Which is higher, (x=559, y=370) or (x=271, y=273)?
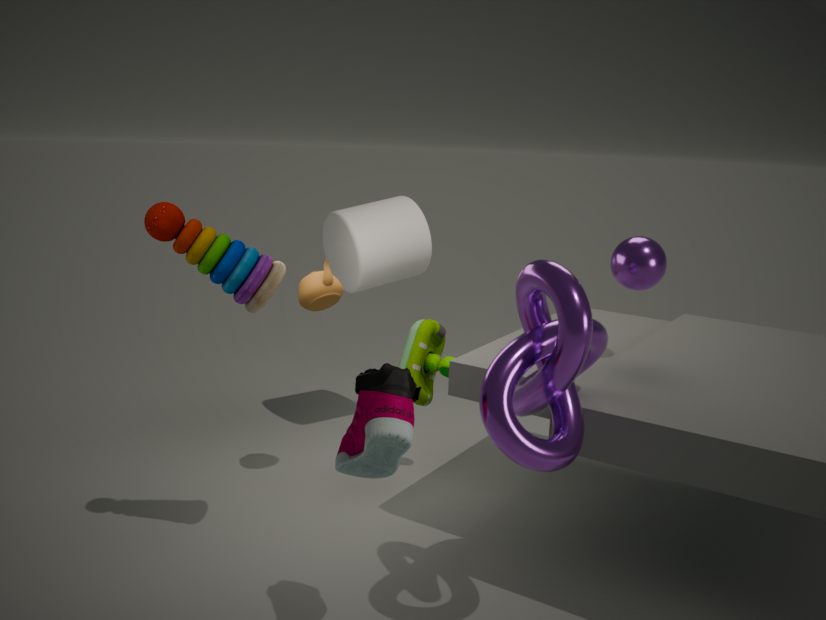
(x=271, y=273)
